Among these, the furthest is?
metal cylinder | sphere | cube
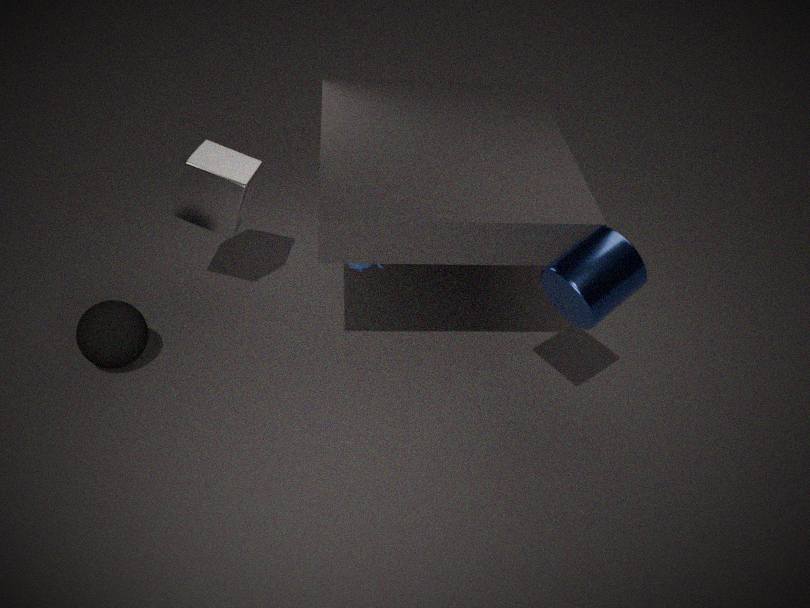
cube
